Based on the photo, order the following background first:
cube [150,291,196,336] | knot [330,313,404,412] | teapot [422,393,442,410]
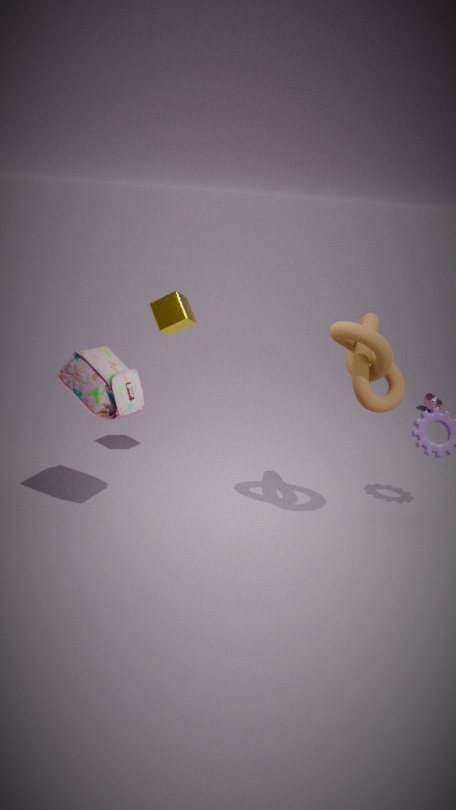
teapot [422,393,442,410] → cube [150,291,196,336] → knot [330,313,404,412]
